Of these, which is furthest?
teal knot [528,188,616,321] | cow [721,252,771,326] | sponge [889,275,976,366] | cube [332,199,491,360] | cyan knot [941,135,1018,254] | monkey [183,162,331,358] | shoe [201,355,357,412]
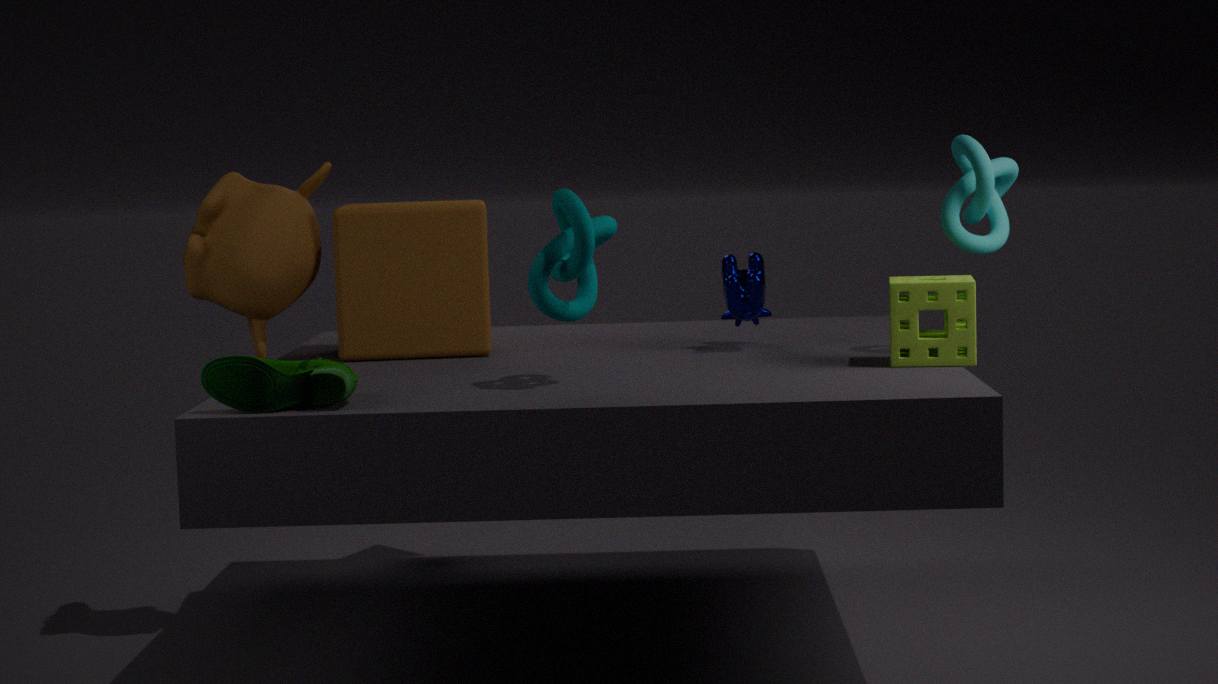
cube [332,199,491,360]
